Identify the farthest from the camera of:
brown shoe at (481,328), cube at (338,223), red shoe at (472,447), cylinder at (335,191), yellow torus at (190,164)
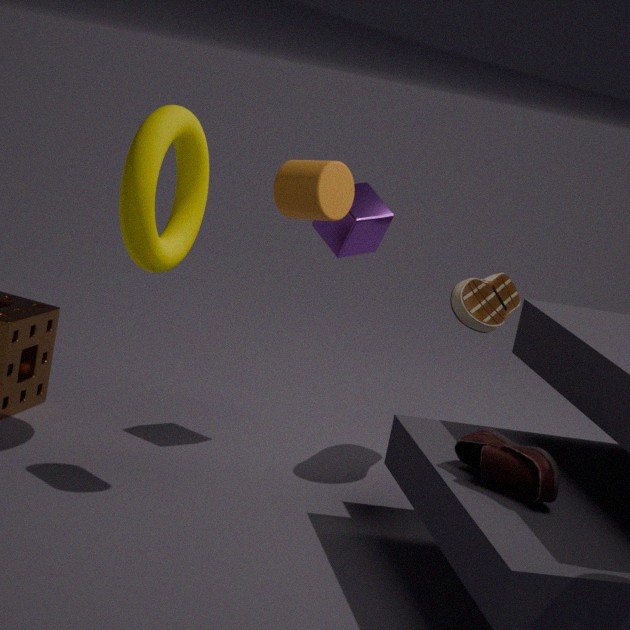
cube at (338,223)
